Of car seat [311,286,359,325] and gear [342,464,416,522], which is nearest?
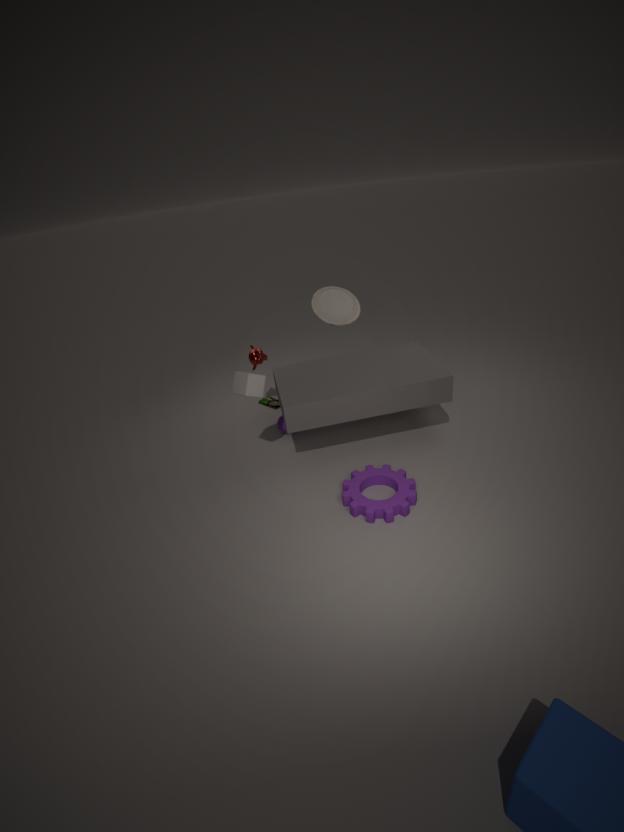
gear [342,464,416,522]
